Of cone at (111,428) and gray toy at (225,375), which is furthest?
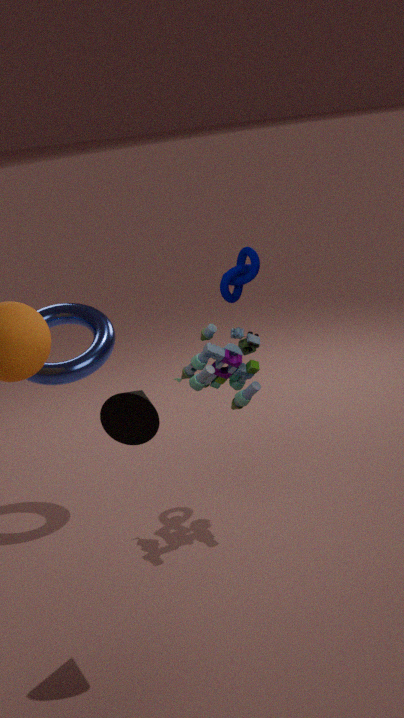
gray toy at (225,375)
